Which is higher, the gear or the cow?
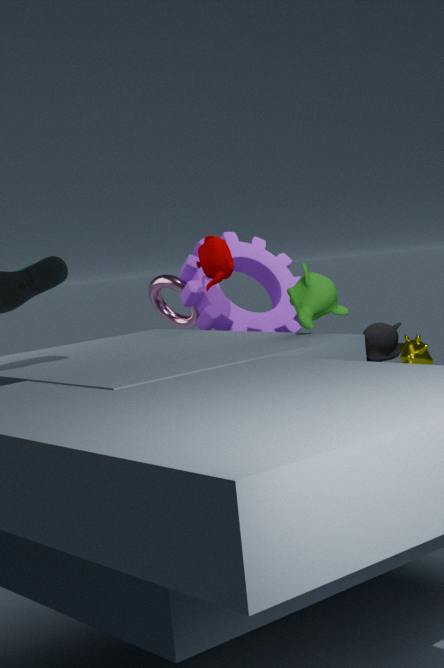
the gear
